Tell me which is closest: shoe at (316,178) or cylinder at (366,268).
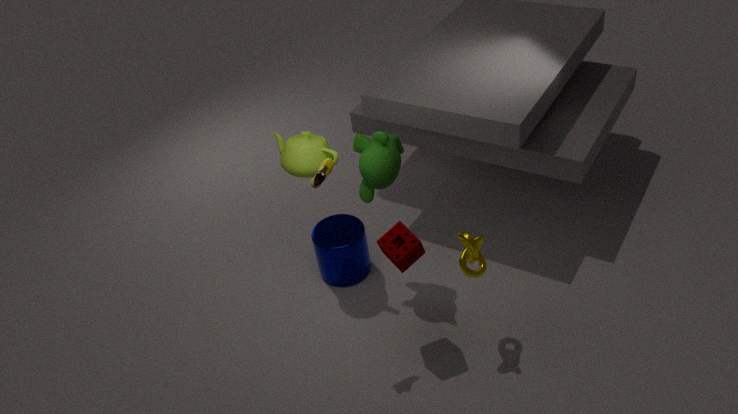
shoe at (316,178)
